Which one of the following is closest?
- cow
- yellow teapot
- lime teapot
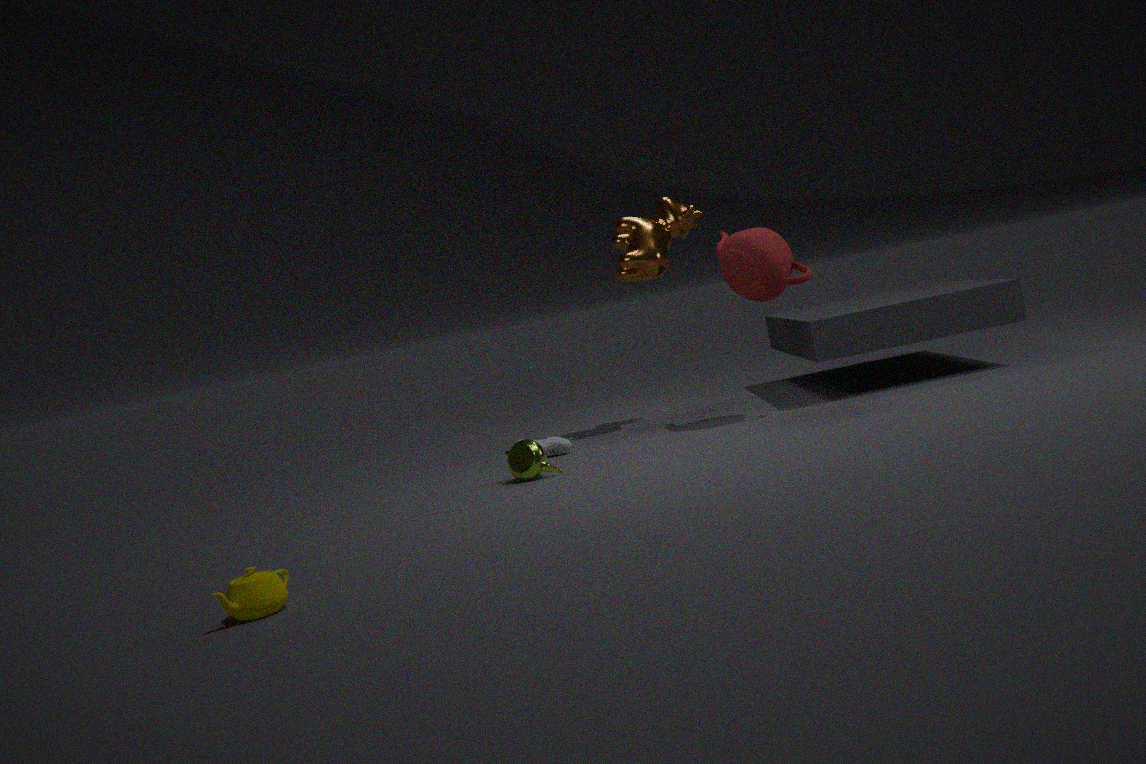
yellow teapot
